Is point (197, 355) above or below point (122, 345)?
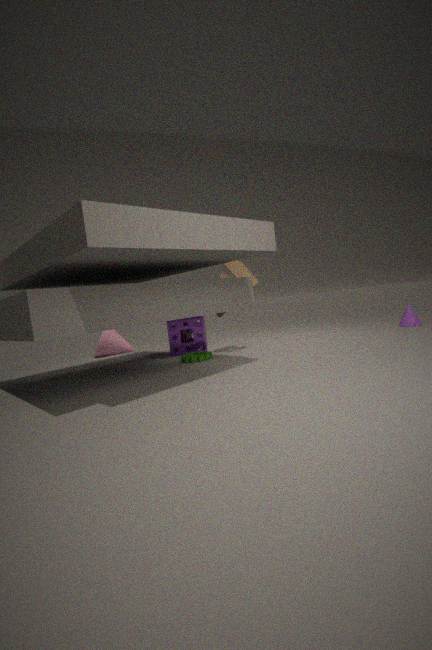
below
